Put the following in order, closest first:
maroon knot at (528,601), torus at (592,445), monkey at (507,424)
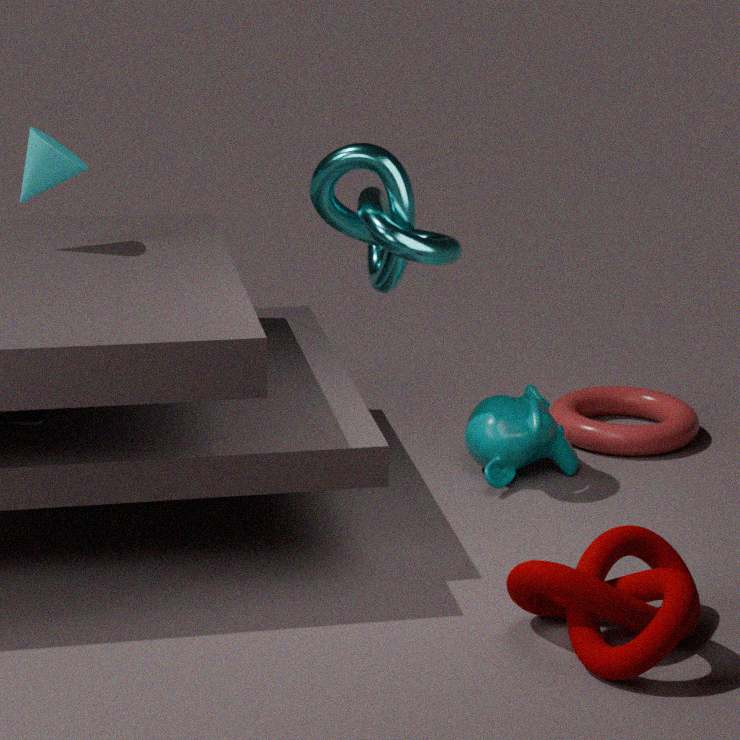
maroon knot at (528,601) < monkey at (507,424) < torus at (592,445)
